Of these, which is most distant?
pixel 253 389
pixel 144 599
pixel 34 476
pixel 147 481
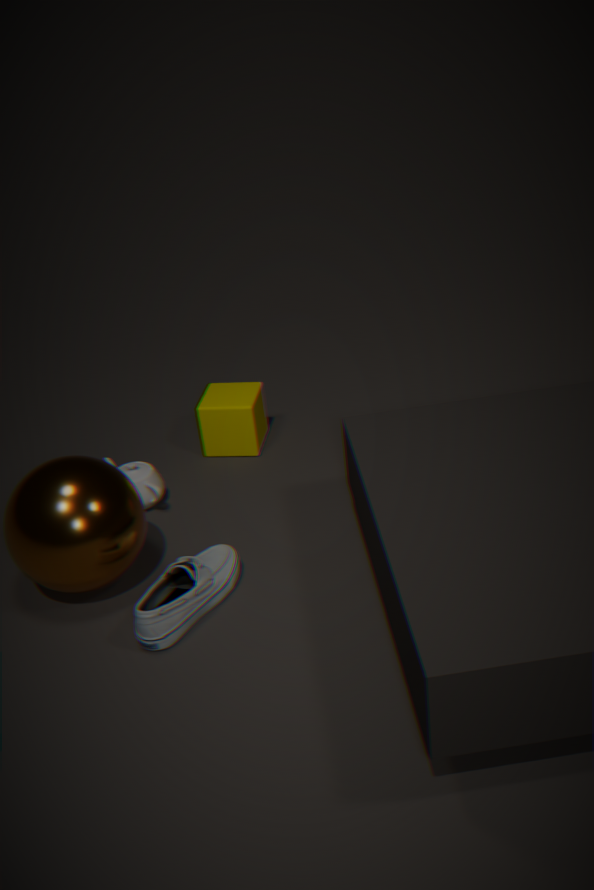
pixel 253 389
